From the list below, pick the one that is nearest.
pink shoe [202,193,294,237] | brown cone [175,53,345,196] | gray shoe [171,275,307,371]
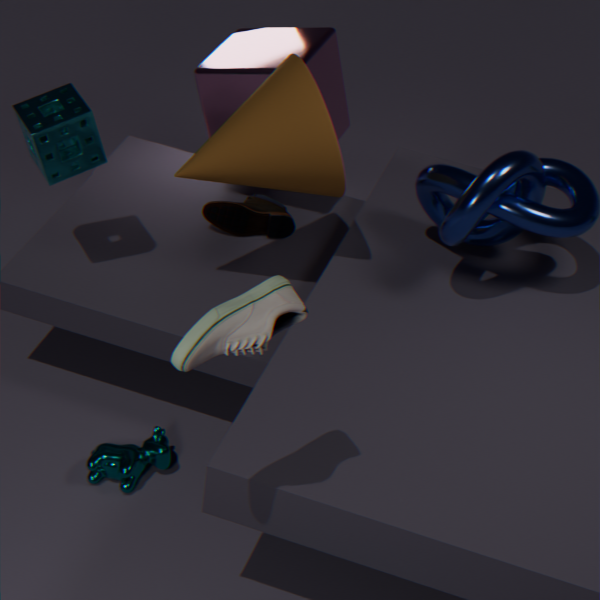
gray shoe [171,275,307,371]
